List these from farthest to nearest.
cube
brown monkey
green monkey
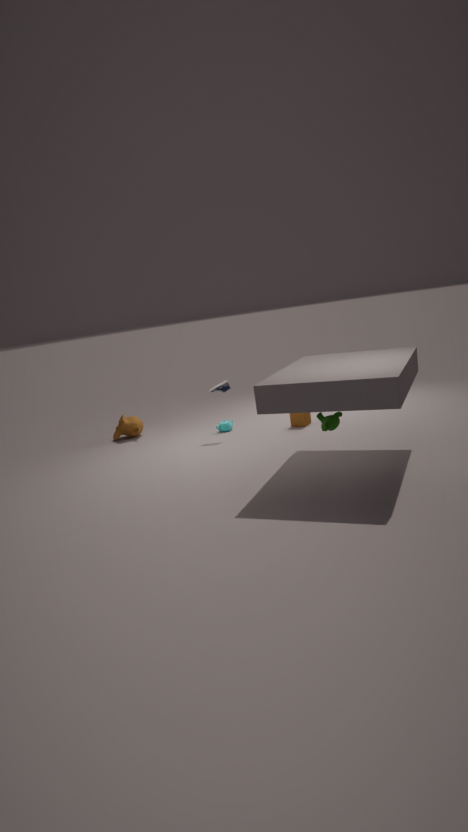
brown monkey → cube → green monkey
